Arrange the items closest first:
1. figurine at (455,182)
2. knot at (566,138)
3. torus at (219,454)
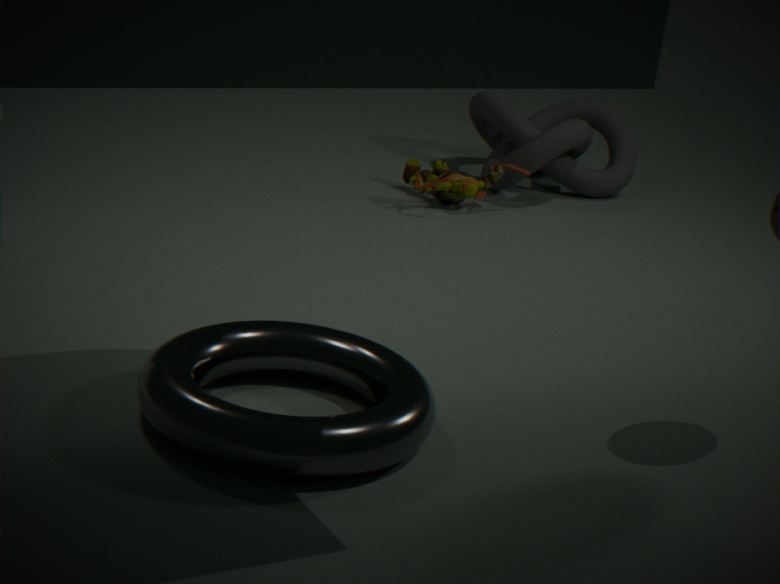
torus at (219,454), figurine at (455,182), knot at (566,138)
